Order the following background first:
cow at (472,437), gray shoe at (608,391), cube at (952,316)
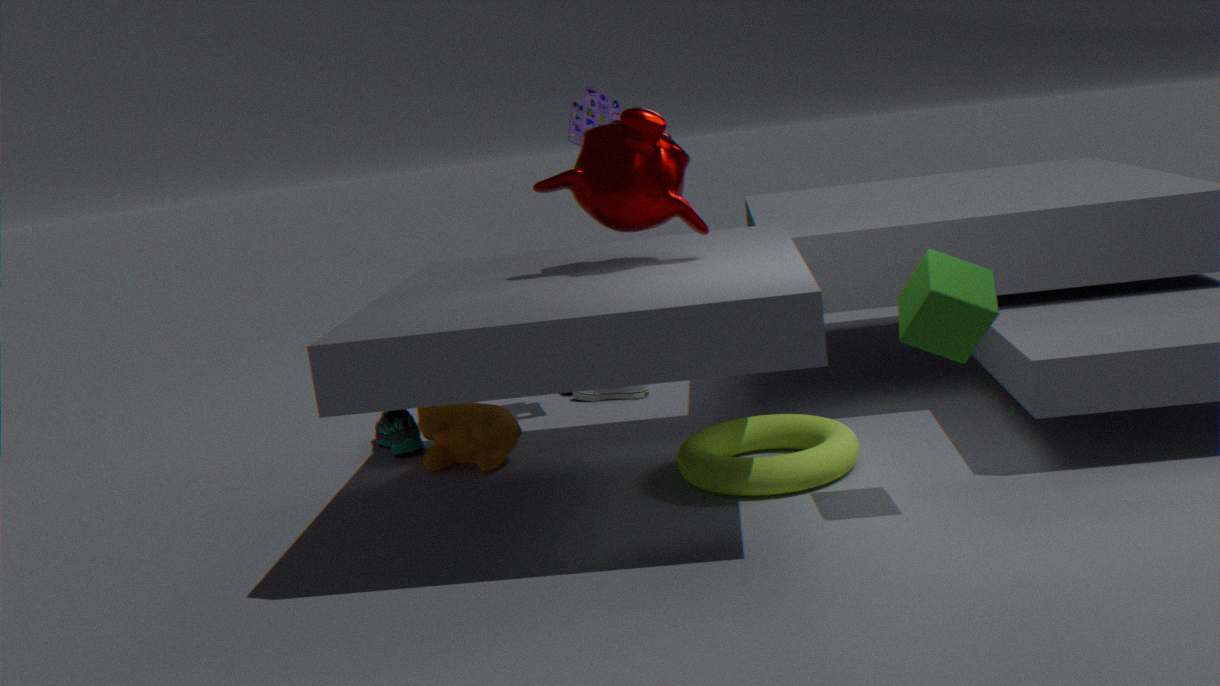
1. gray shoe at (608,391)
2. cow at (472,437)
3. cube at (952,316)
